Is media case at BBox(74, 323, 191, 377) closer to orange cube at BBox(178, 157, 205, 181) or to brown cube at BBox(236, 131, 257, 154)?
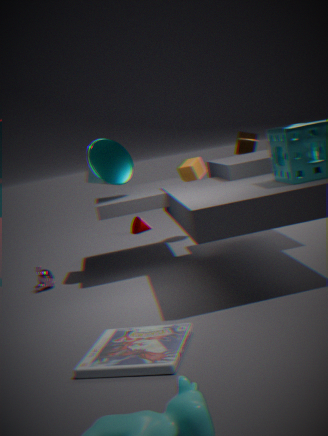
orange cube at BBox(178, 157, 205, 181)
